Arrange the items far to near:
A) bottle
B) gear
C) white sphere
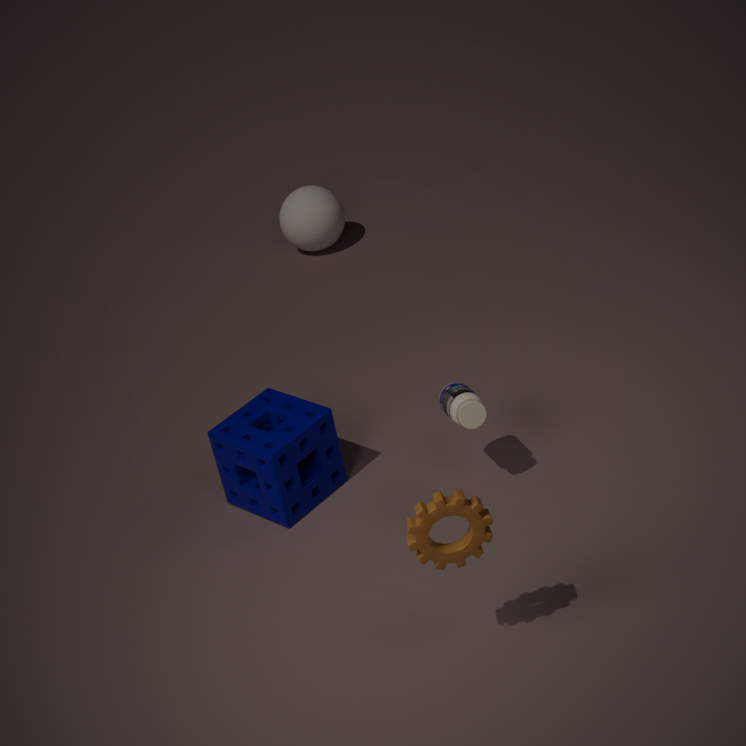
1. white sphere
2. bottle
3. gear
